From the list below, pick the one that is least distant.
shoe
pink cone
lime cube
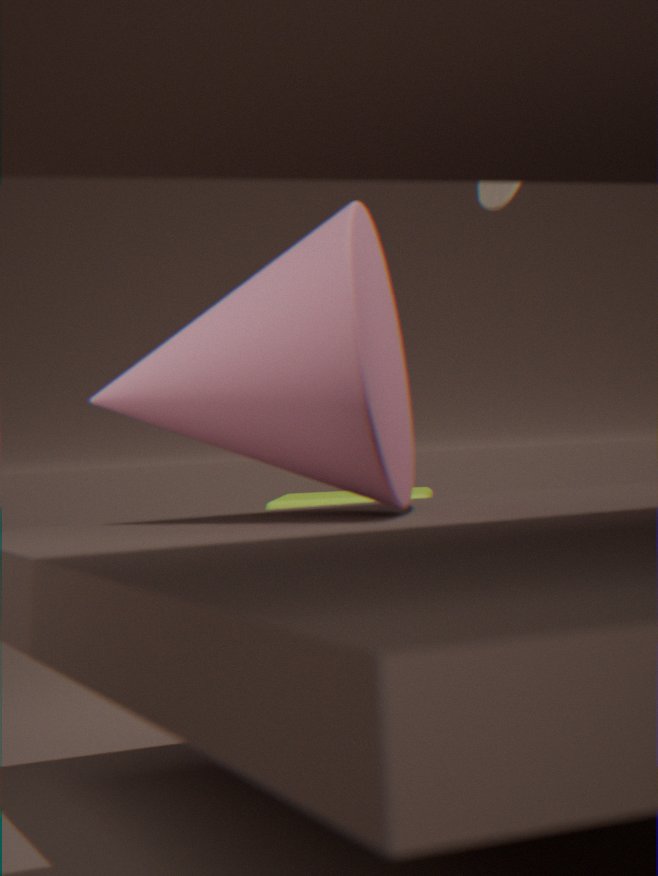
pink cone
